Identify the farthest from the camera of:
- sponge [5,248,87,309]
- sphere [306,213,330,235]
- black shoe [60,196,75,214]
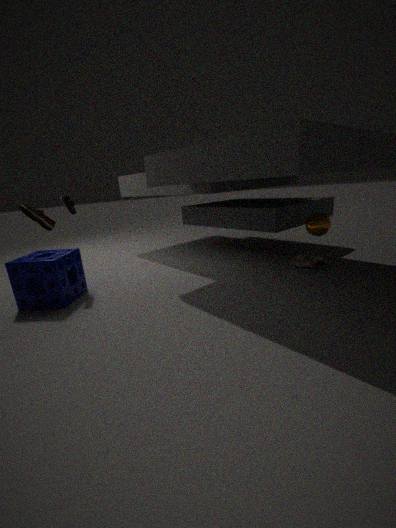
black shoe [60,196,75,214]
